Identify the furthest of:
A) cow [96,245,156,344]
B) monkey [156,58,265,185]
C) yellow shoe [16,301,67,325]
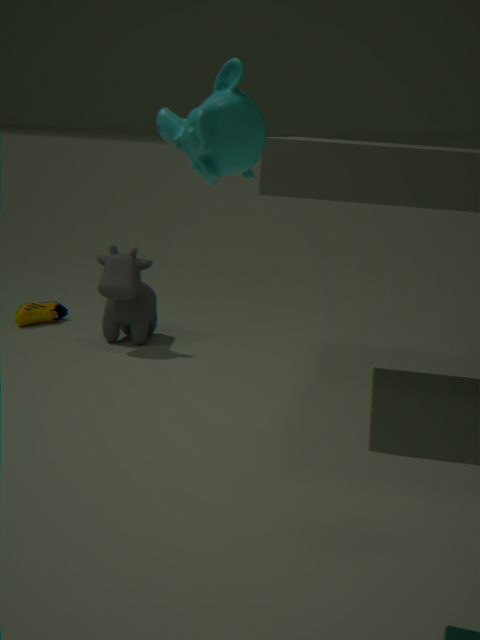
yellow shoe [16,301,67,325]
